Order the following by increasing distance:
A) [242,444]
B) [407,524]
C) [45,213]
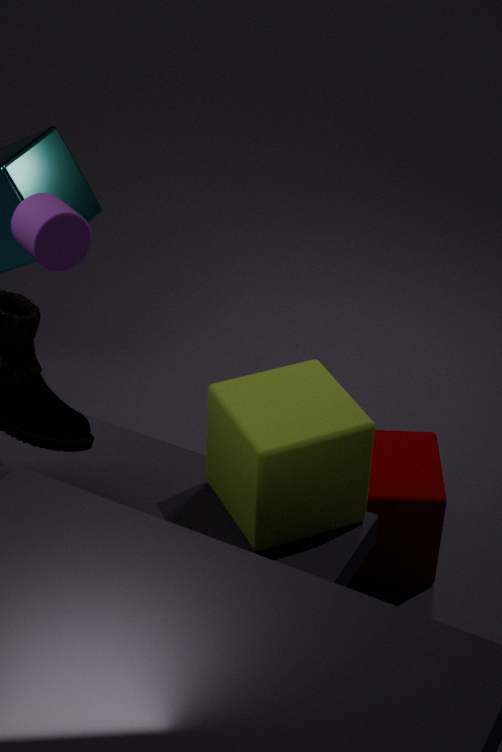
A. [242,444]
C. [45,213]
B. [407,524]
